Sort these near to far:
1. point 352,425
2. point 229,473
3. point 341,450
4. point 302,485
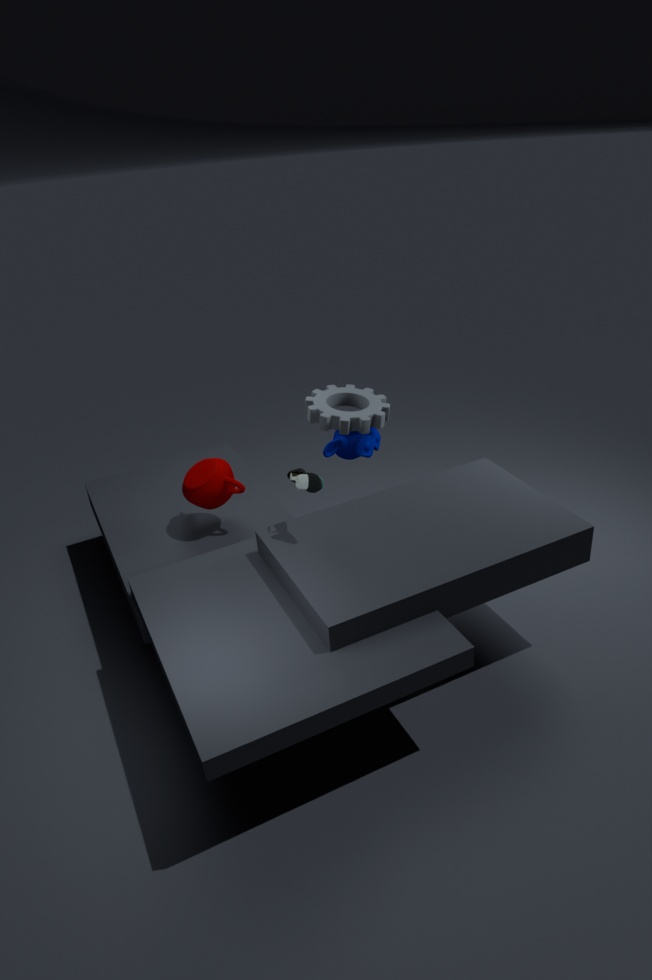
point 302,485, point 229,473, point 352,425, point 341,450
